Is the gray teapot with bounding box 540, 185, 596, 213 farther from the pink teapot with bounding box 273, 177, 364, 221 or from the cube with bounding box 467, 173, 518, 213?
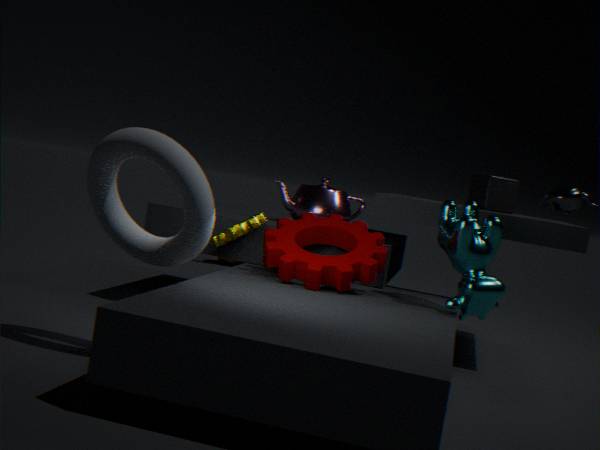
the pink teapot with bounding box 273, 177, 364, 221
